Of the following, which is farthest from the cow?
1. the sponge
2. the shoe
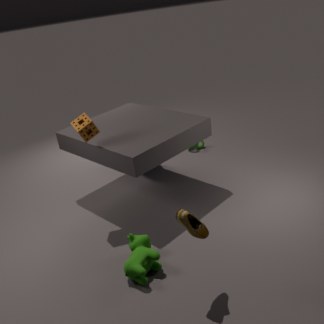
the sponge
